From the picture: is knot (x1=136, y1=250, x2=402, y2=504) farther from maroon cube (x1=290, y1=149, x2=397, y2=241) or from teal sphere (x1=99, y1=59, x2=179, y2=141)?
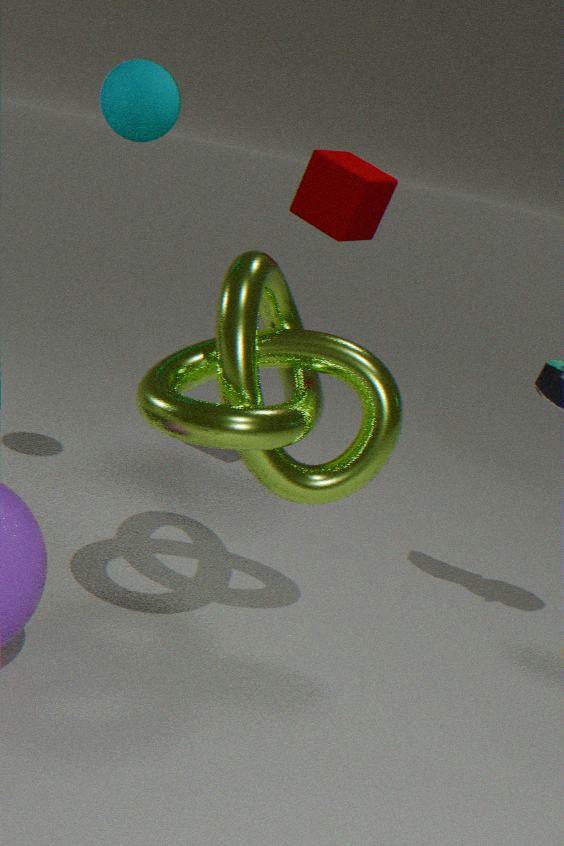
maroon cube (x1=290, y1=149, x2=397, y2=241)
